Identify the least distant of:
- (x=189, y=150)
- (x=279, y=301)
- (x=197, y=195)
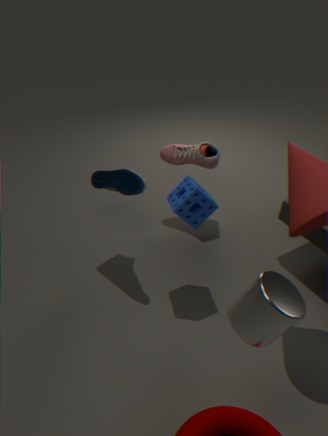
(x=279, y=301)
